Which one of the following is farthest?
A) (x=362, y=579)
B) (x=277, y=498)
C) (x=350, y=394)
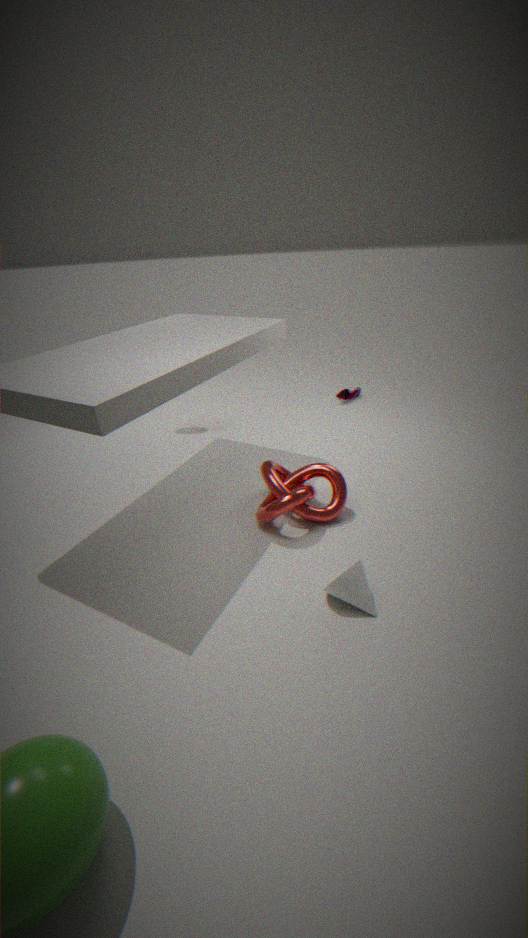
(x=350, y=394)
